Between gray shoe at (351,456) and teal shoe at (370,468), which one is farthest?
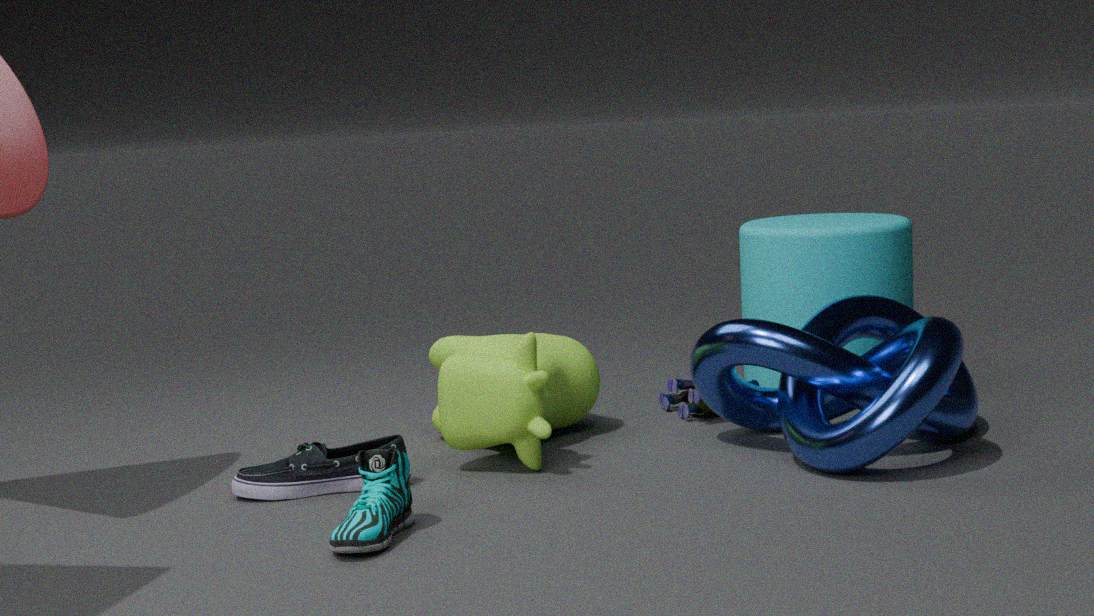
gray shoe at (351,456)
